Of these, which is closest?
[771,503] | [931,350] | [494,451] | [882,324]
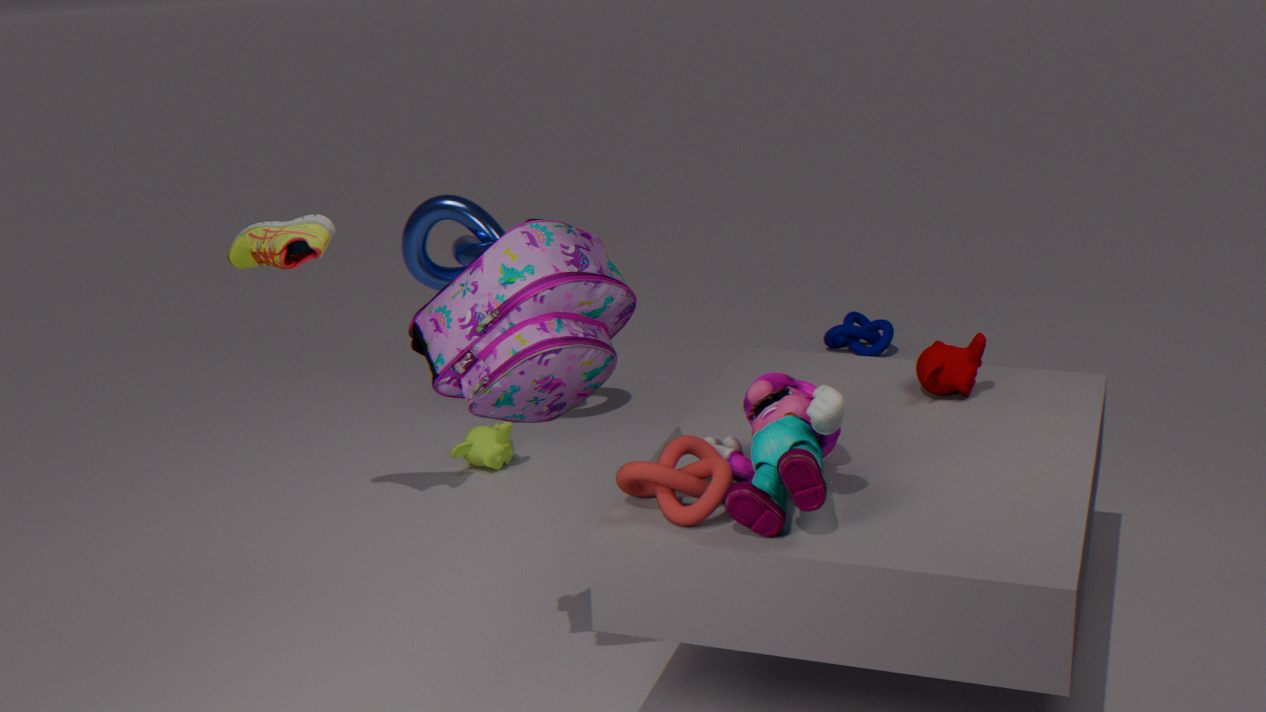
[771,503]
